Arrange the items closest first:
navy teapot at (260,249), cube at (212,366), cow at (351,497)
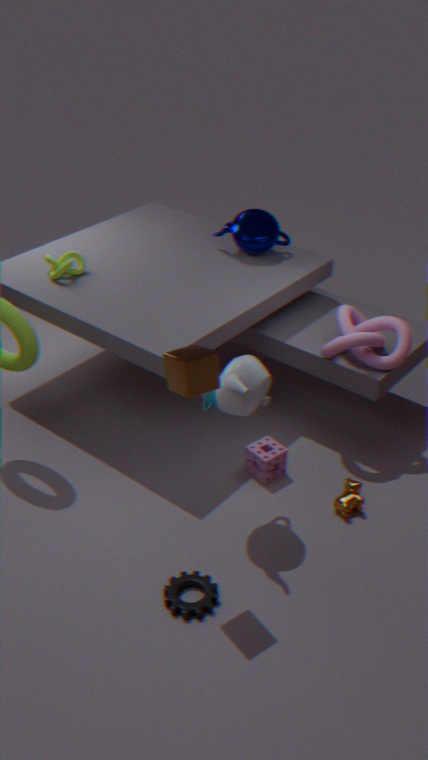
cube at (212,366) → cow at (351,497) → navy teapot at (260,249)
